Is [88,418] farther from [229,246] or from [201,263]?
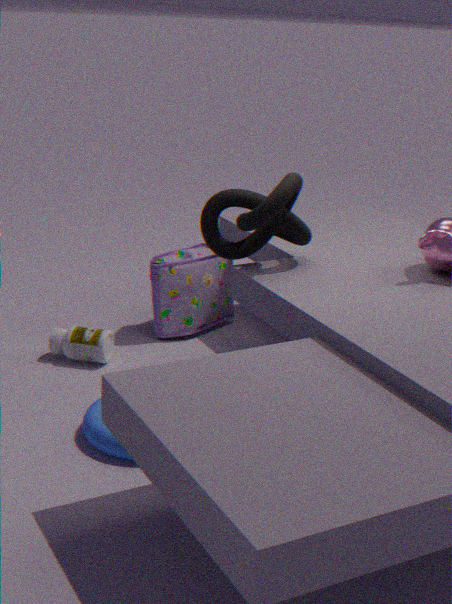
[201,263]
